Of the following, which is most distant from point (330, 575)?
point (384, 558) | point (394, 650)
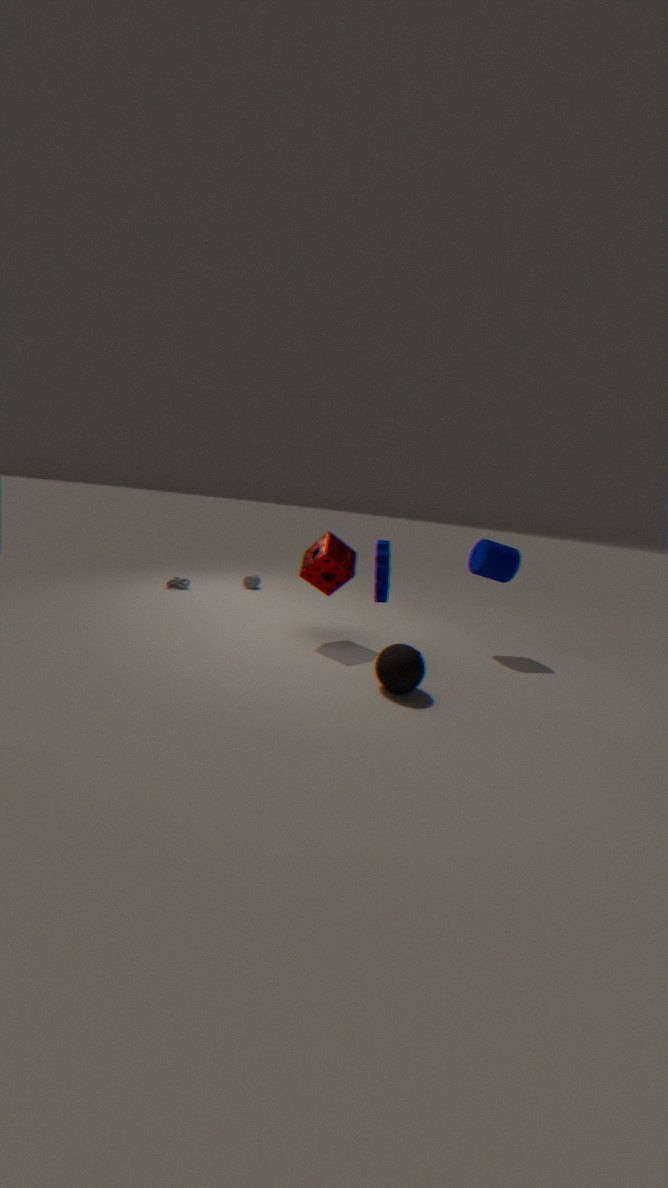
point (394, 650)
